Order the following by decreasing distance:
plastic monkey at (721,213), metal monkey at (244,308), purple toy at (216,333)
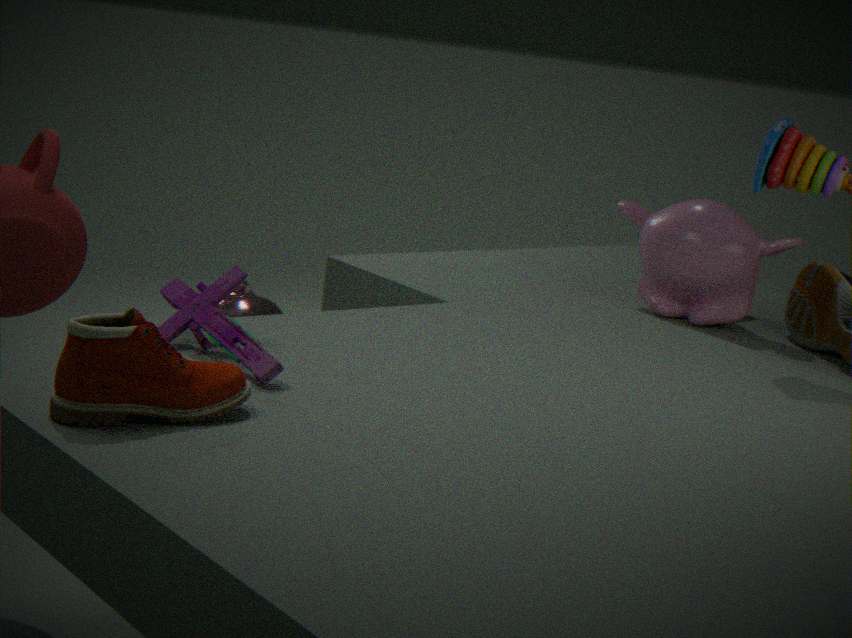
1. metal monkey at (244,308)
2. plastic monkey at (721,213)
3. purple toy at (216,333)
